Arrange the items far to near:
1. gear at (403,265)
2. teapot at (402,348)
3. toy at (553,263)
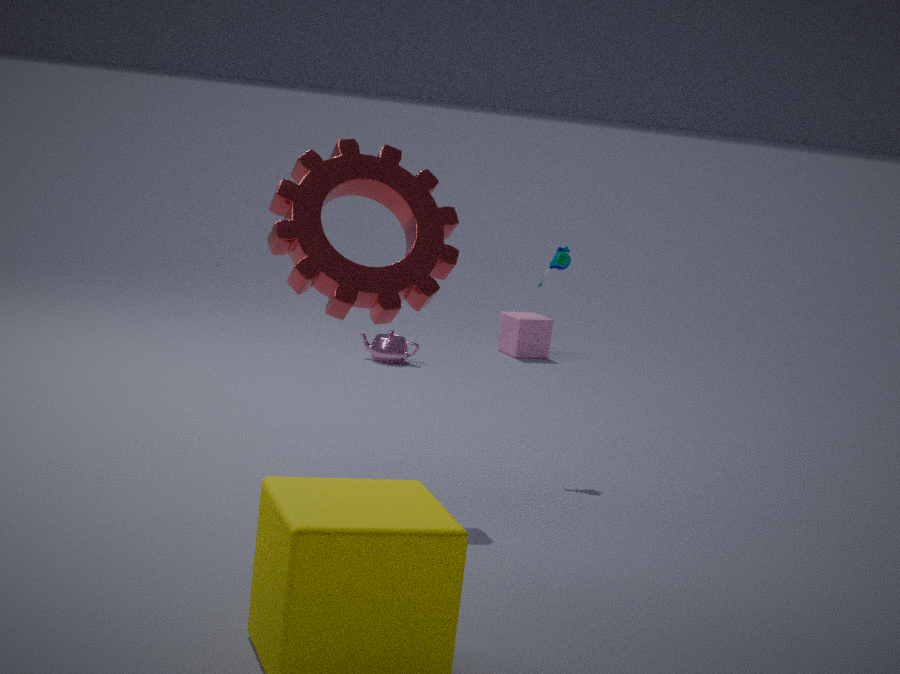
teapot at (402,348), toy at (553,263), gear at (403,265)
